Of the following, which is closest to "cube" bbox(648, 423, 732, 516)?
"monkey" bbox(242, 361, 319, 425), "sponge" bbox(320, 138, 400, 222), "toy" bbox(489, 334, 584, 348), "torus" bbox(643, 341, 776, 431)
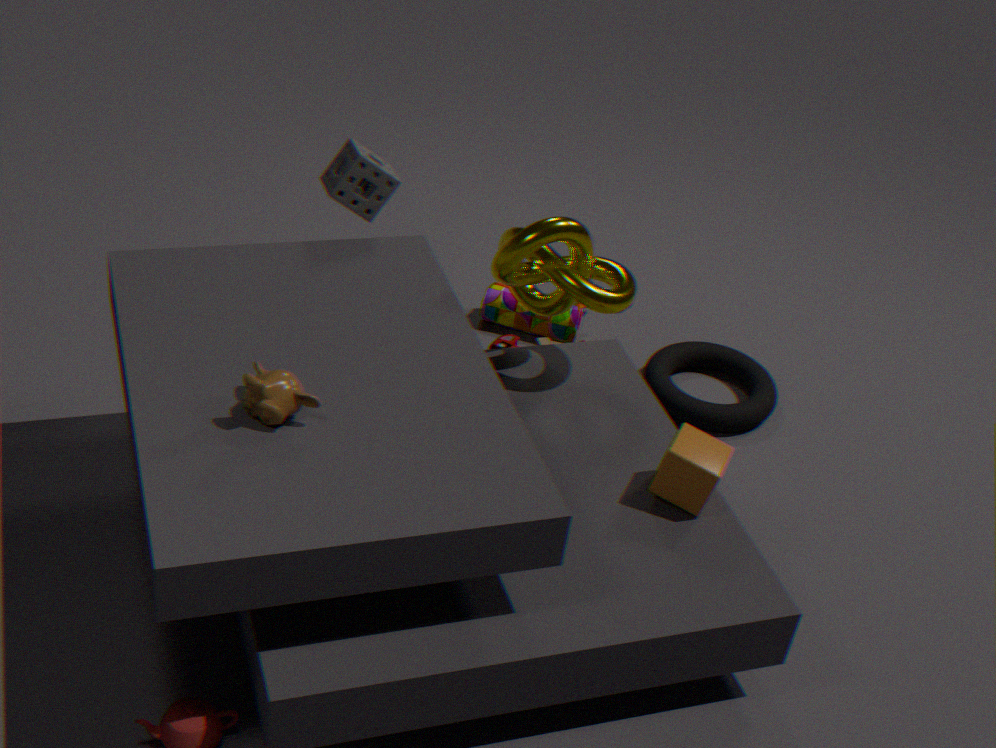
"torus" bbox(643, 341, 776, 431)
